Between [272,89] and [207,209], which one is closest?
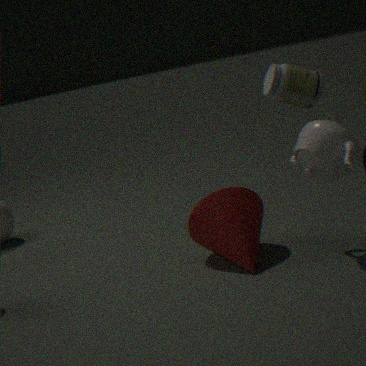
[272,89]
